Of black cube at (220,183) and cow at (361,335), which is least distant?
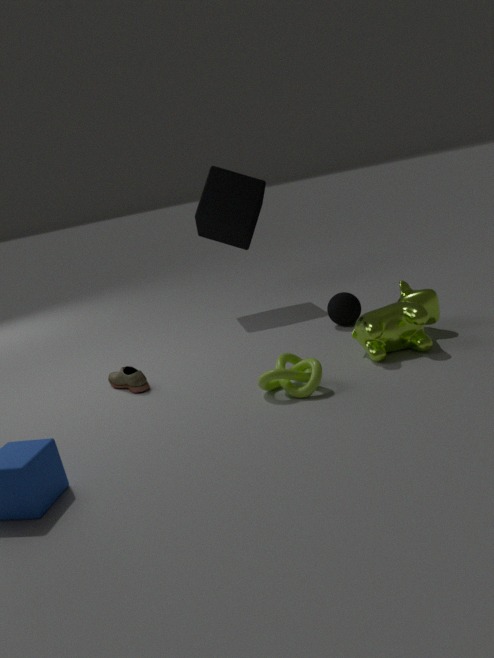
cow at (361,335)
